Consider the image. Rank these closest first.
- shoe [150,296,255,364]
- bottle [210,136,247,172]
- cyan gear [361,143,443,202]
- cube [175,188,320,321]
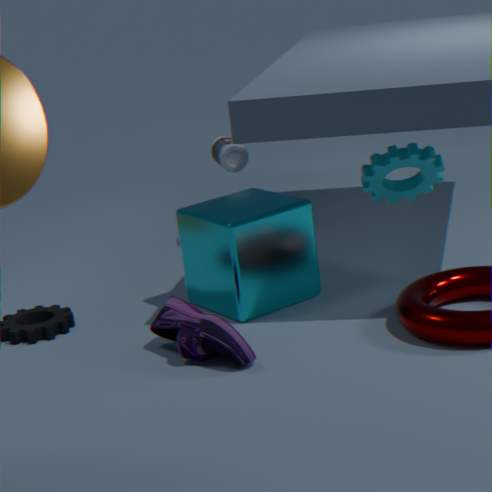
shoe [150,296,255,364] → cyan gear [361,143,443,202] → cube [175,188,320,321] → bottle [210,136,247,172]
